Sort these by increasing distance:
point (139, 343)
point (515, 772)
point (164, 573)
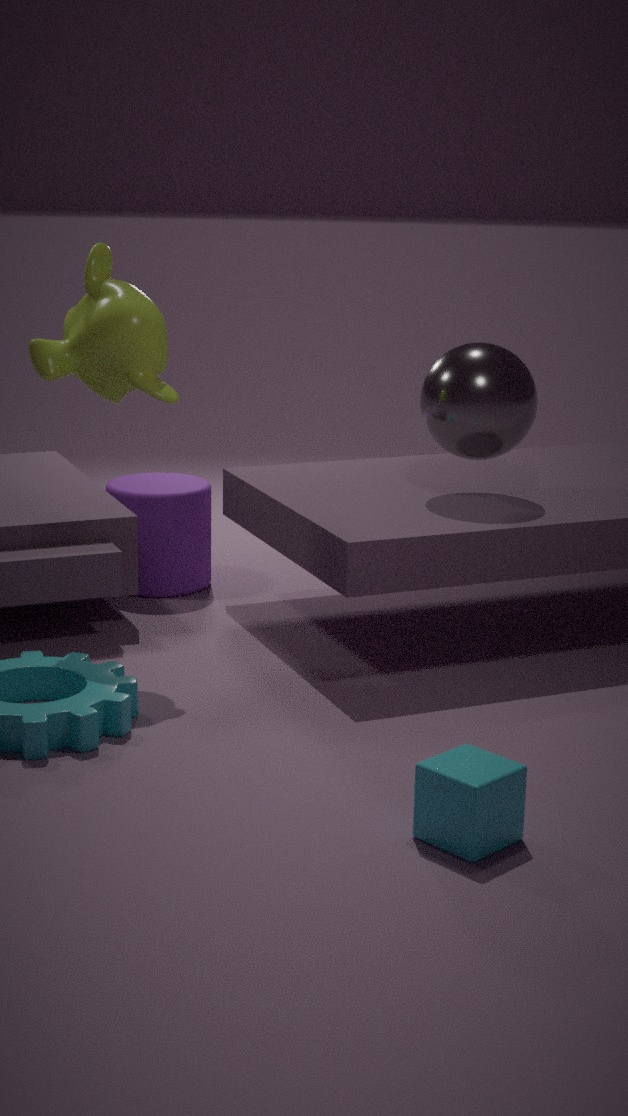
point (515, 772) < point (139, 343) < point (164, 573)
